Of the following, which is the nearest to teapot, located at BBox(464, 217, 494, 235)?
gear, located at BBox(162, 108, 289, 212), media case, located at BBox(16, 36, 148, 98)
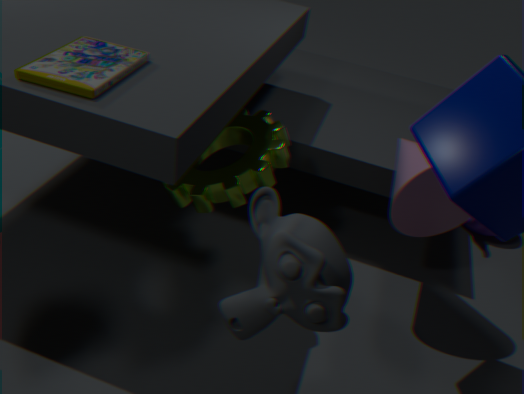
gear, located at BBox(162, 108, 289, 212)
